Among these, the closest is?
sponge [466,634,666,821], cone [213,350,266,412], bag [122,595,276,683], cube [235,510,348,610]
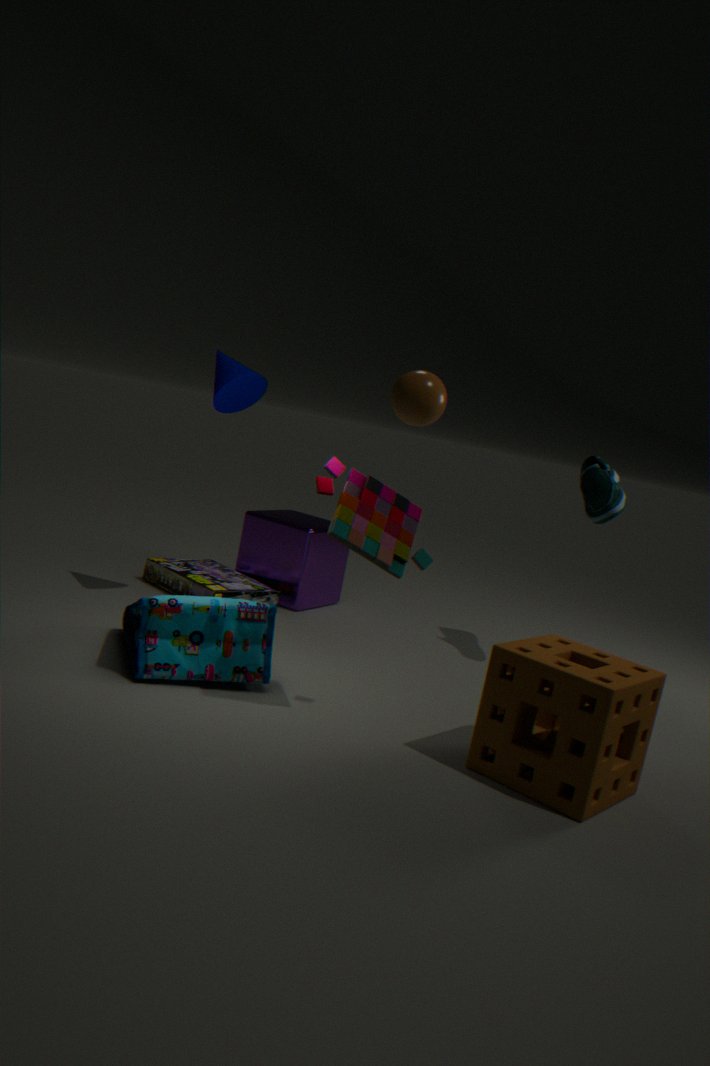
sponge [466,634,666,821]
